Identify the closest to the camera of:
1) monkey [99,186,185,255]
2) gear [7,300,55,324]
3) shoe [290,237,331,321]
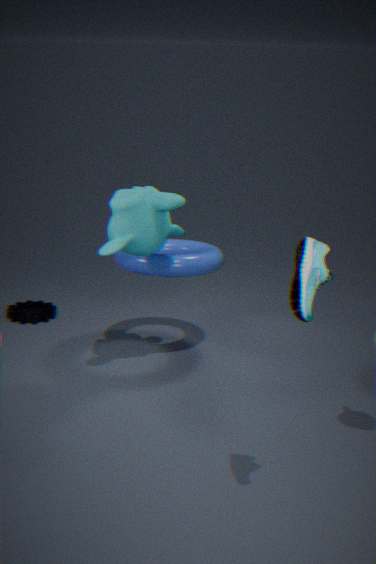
3. shoe [290,237,331,321]
